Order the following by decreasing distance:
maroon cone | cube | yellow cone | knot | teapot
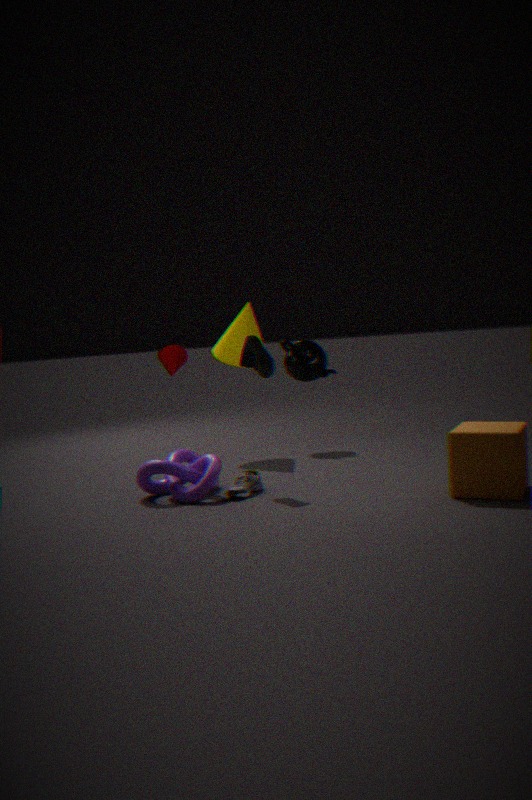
teapot < yellow cone < maroon cone < knot < cube
